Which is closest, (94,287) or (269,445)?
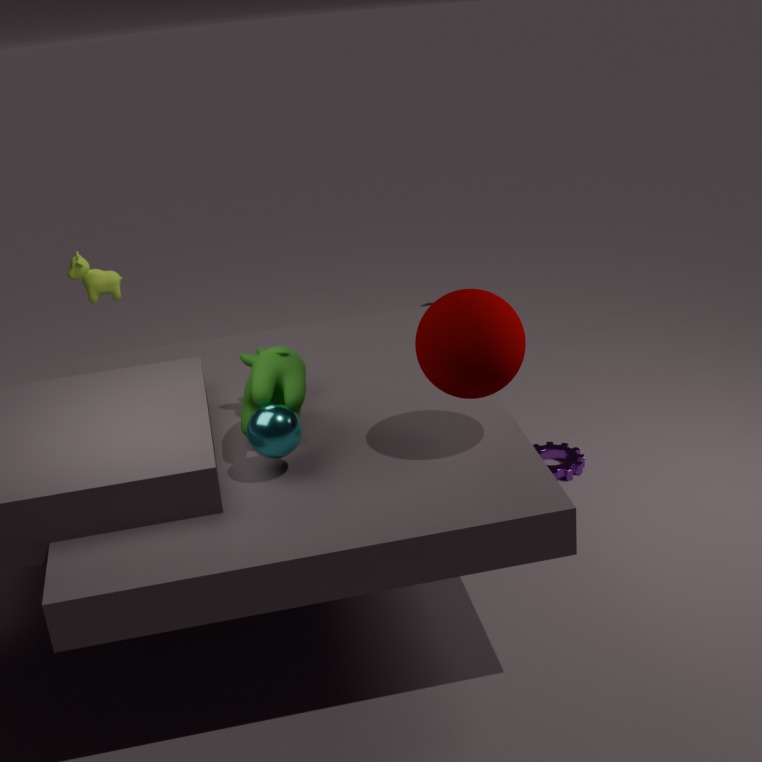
(269,445)
